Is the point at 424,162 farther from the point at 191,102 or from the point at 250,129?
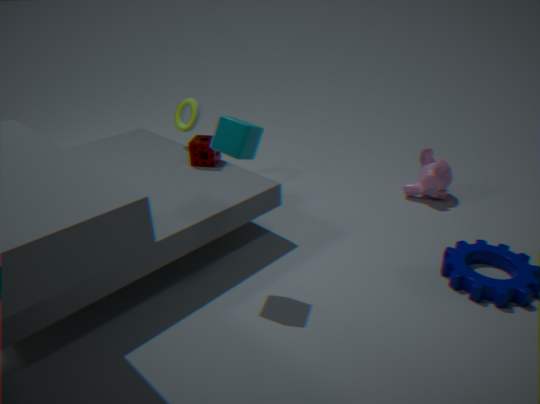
the point at 191,102
